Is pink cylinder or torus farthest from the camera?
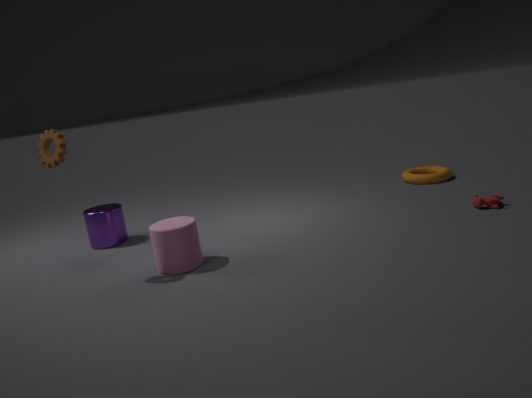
torus
